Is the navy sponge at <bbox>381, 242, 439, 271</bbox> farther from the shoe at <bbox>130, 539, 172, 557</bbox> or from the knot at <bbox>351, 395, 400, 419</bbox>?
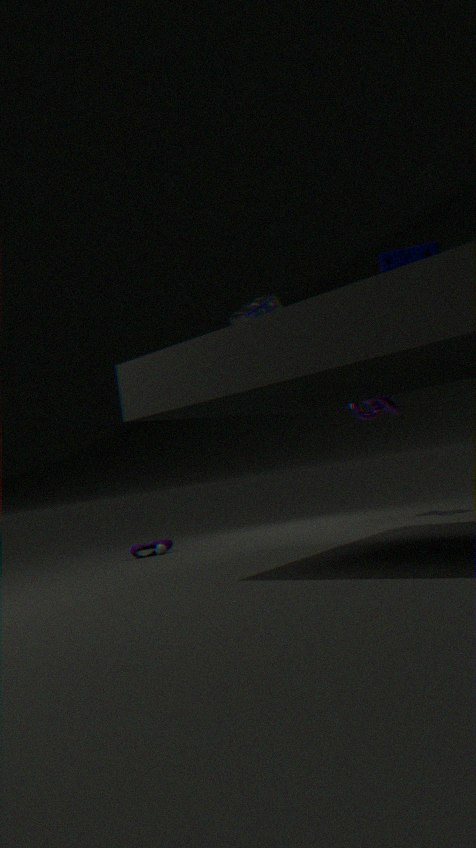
the shoe at <bbox>130, 539, 172, 557</bbox>
